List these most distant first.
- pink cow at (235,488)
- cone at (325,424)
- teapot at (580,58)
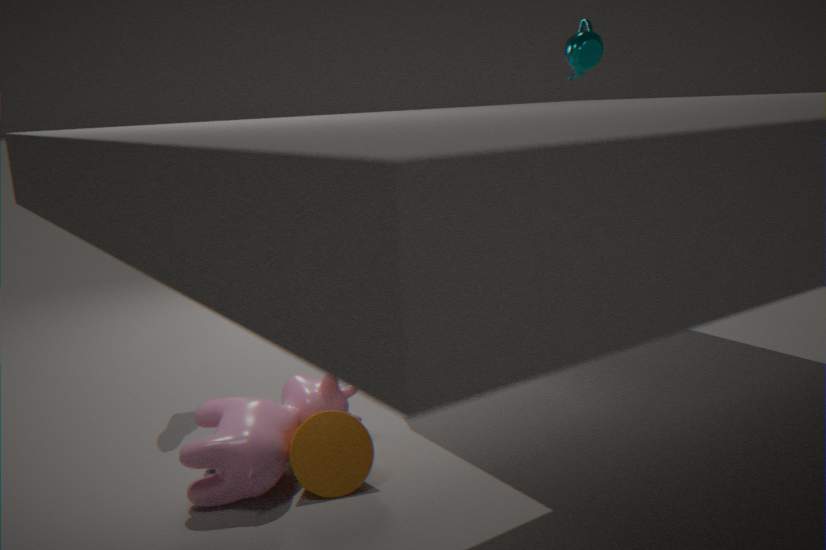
teapot at (580,58), cone at (325,424), pink cow at (235,488)
